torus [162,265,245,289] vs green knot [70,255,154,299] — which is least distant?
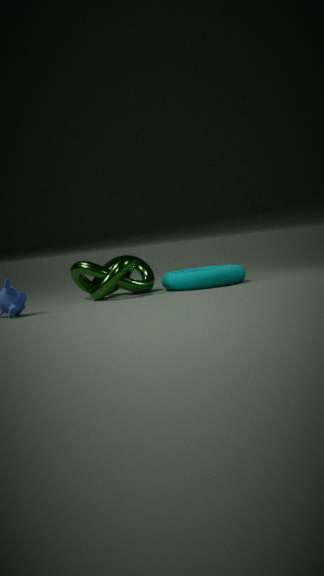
green knot [70,255,154,299]
